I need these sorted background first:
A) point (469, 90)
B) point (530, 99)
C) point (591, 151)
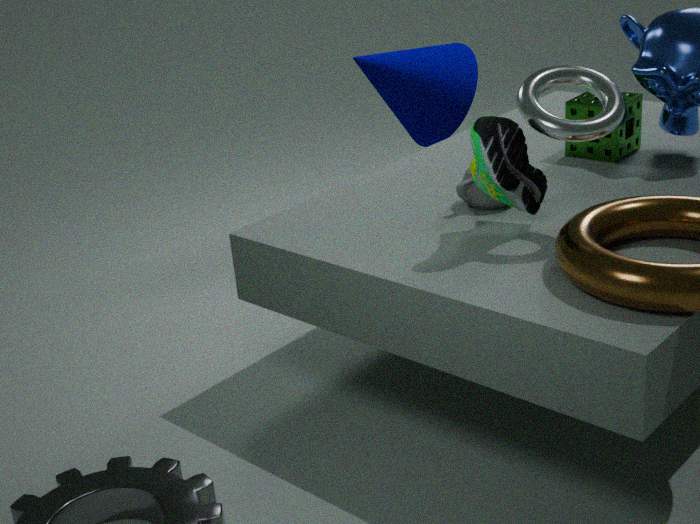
1. A. point (469, 90)
2. C. point (591, 151)
3. B. point (530, 99)
